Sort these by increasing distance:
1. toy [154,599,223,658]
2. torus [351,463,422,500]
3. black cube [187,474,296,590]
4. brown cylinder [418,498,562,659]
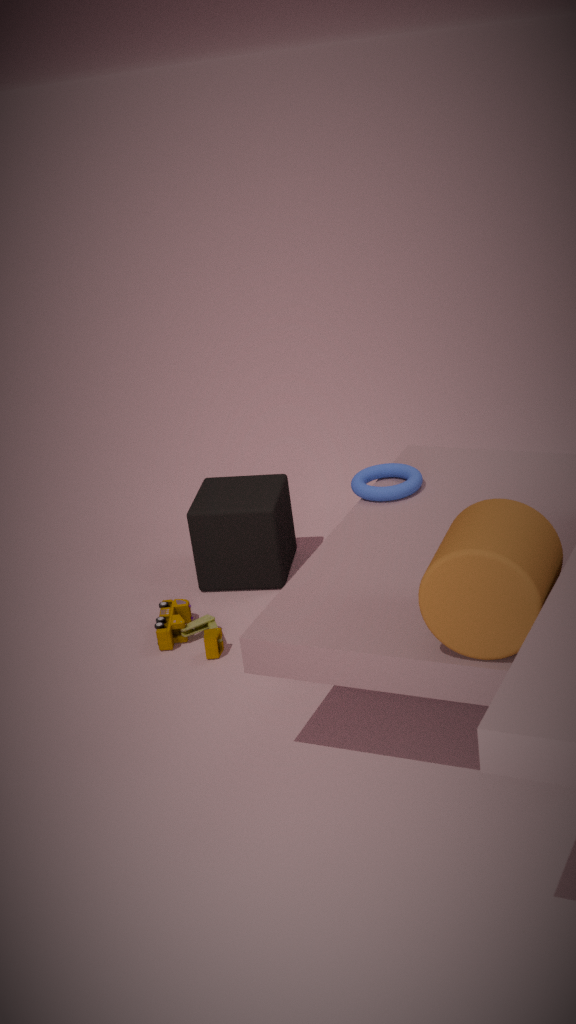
1. brown cylinder [418,498,562,659]
2. torus [351,463,422,500]
3. toy [154,599,223,658]
4. black cube [187,474,296,590]
